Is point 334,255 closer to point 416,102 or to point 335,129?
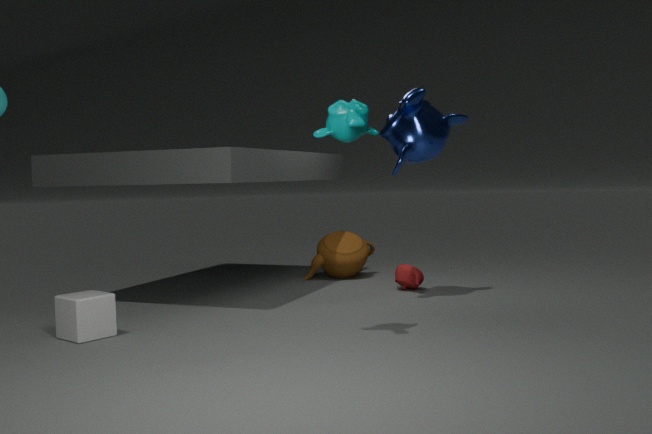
point 416,102
